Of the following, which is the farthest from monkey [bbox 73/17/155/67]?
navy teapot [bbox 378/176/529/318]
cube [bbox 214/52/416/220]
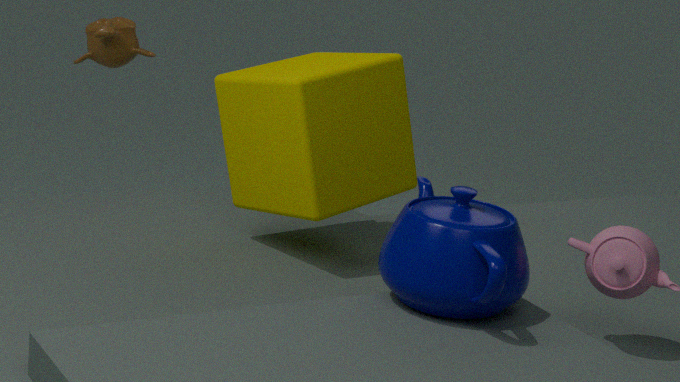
navy teapot [bbox 378/176/529/318]
